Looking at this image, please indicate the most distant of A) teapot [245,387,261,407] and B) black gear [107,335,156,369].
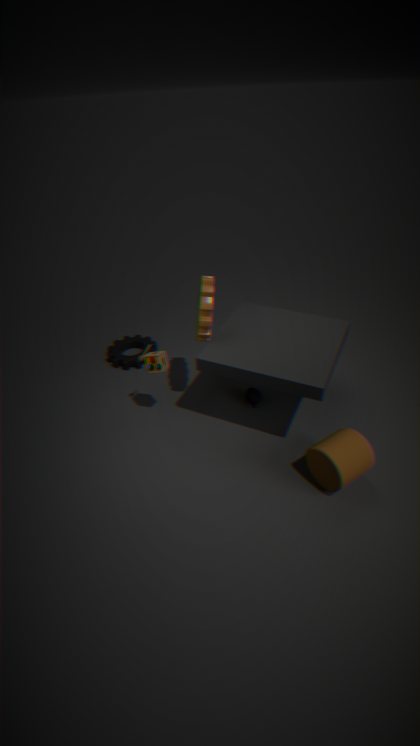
B. black gear [107,335,156,369]
